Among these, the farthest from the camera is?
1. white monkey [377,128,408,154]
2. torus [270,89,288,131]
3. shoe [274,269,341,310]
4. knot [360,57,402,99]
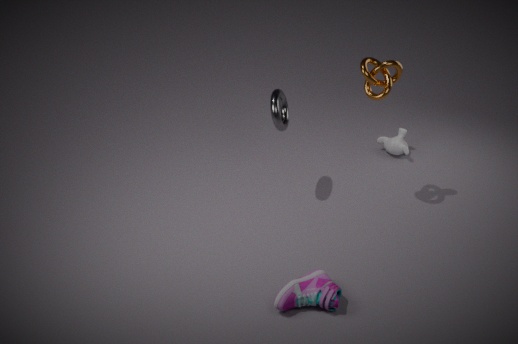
white monkey [377,128,408,154]
